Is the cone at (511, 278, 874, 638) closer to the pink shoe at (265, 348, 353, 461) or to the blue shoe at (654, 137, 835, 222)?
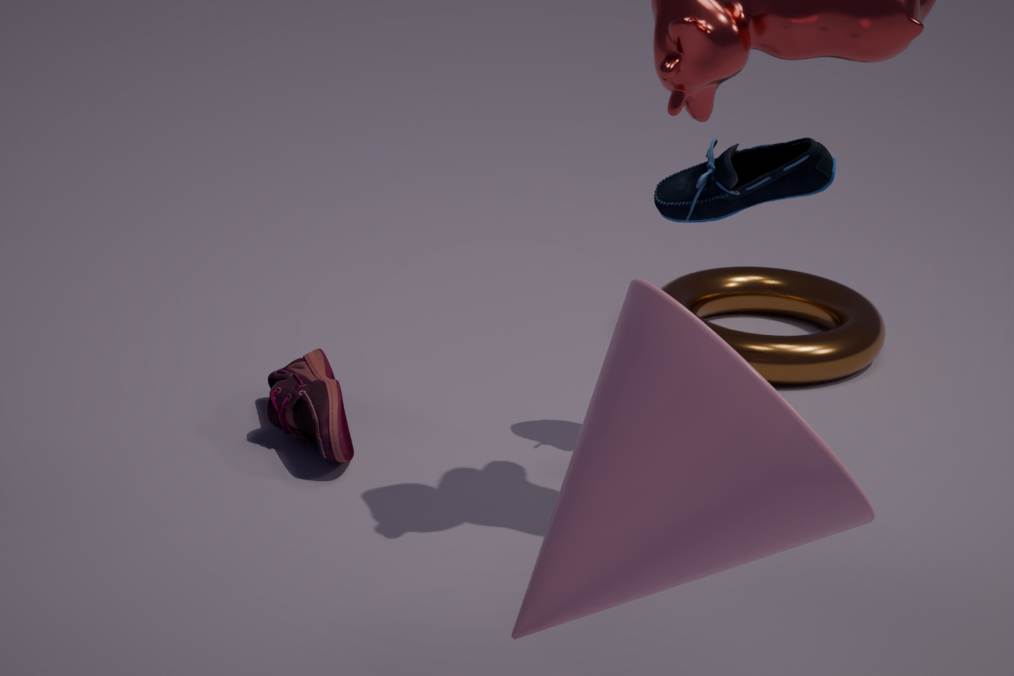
the blue shoe at (654, 137, 835, 222)
